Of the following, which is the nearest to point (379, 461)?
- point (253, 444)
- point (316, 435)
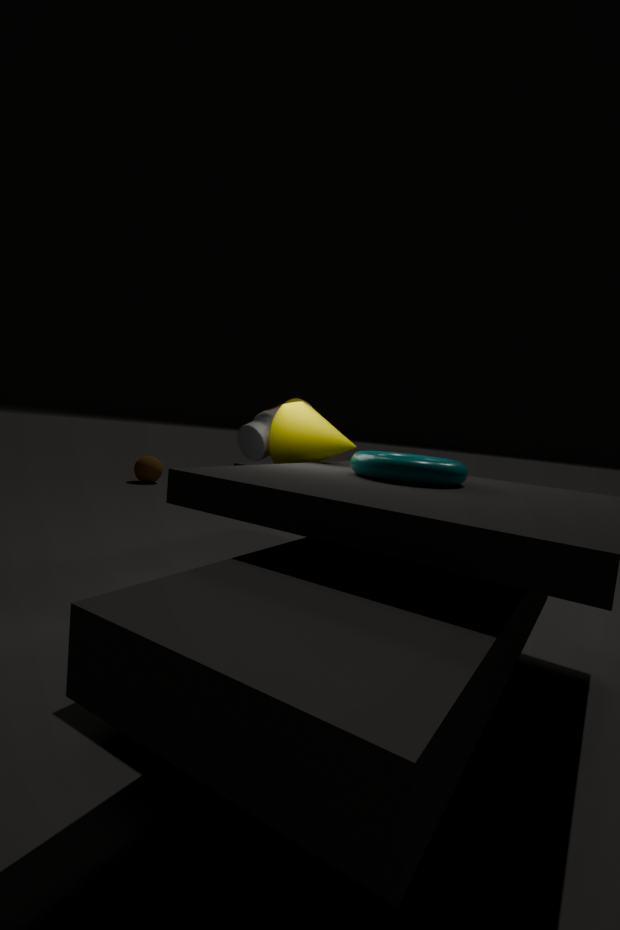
point (316, 435)
